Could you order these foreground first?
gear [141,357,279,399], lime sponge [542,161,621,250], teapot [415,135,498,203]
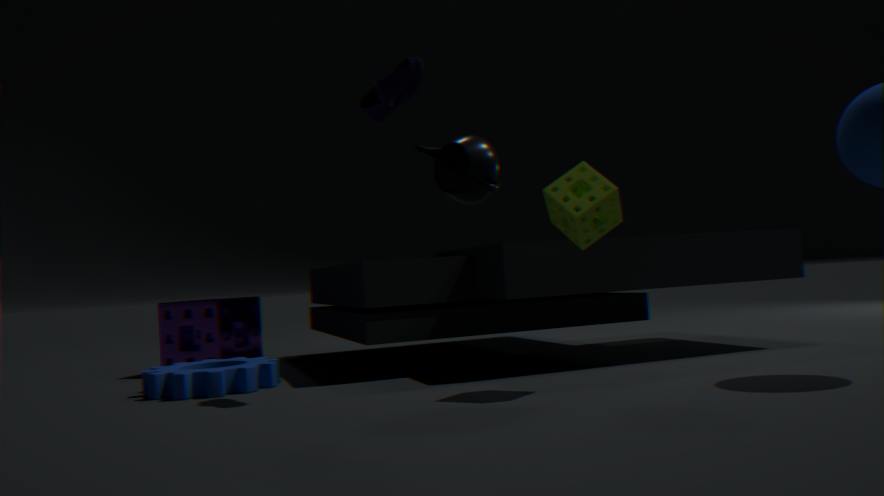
lime sponge [542,161,621,250] → gear [141,357,279,399] → teapot [415,135,498,203]
